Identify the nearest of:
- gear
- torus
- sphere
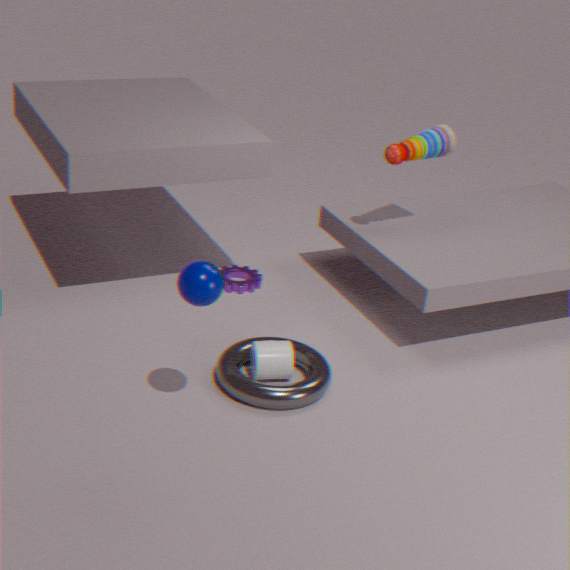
sphere
